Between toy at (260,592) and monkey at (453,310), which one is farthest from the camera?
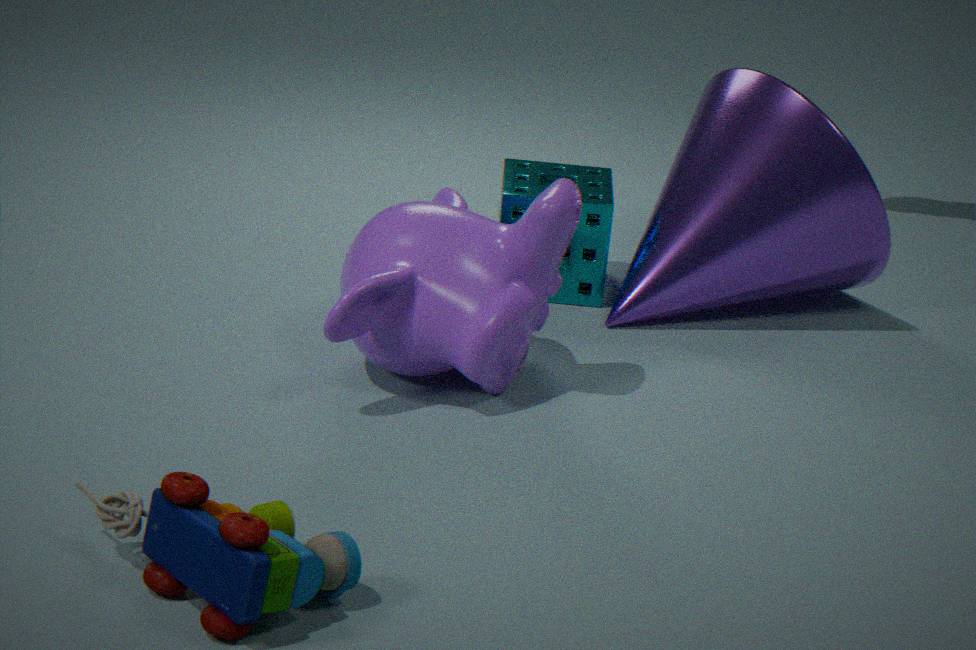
monkey at (453,310)
